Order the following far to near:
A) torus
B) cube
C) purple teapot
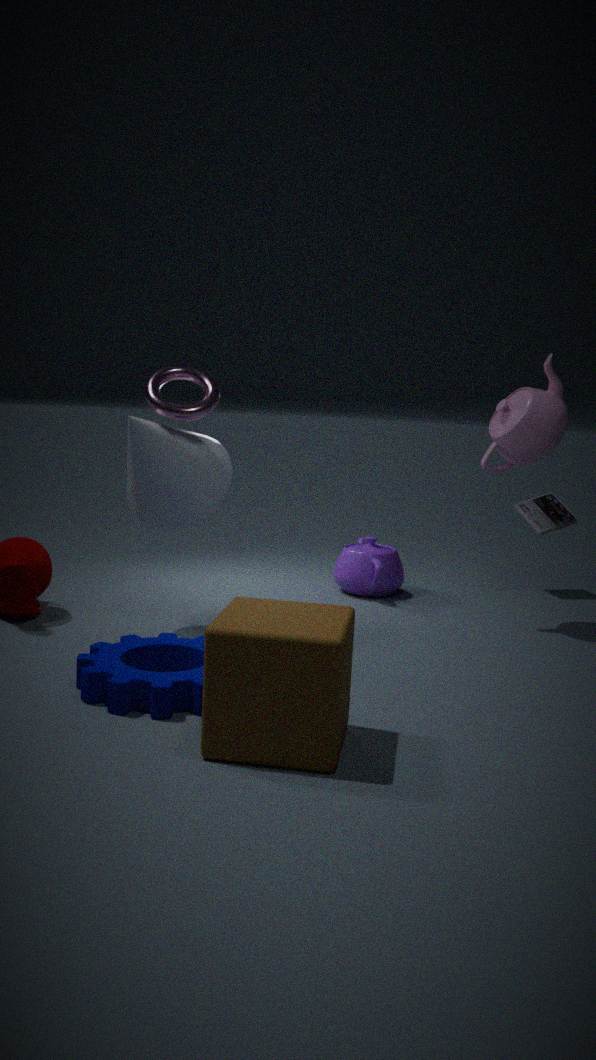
purple teapot, torus, cube
